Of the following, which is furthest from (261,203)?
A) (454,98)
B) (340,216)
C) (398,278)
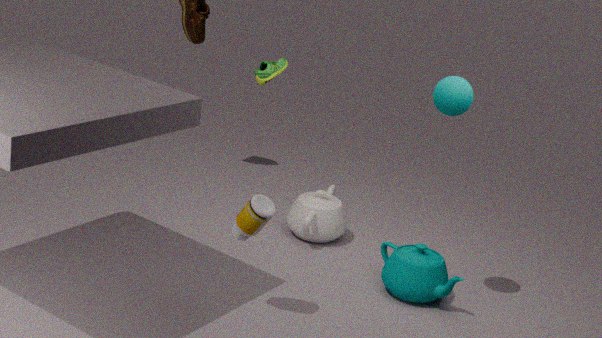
(340,216)
